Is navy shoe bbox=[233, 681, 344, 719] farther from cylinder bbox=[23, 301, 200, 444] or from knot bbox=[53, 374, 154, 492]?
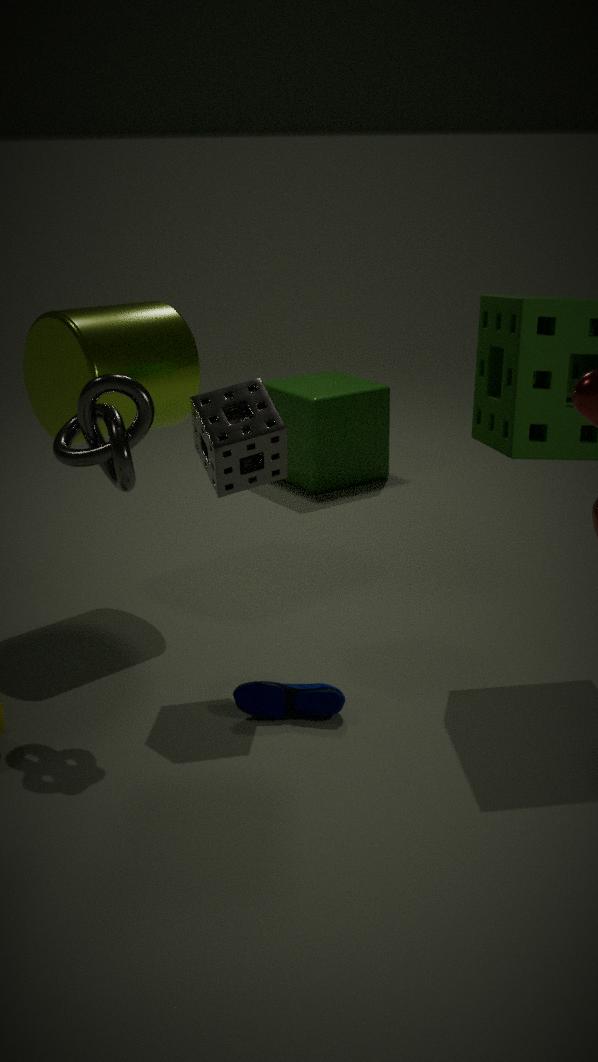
cylinder bbox=[23, 301, 200, 444]
